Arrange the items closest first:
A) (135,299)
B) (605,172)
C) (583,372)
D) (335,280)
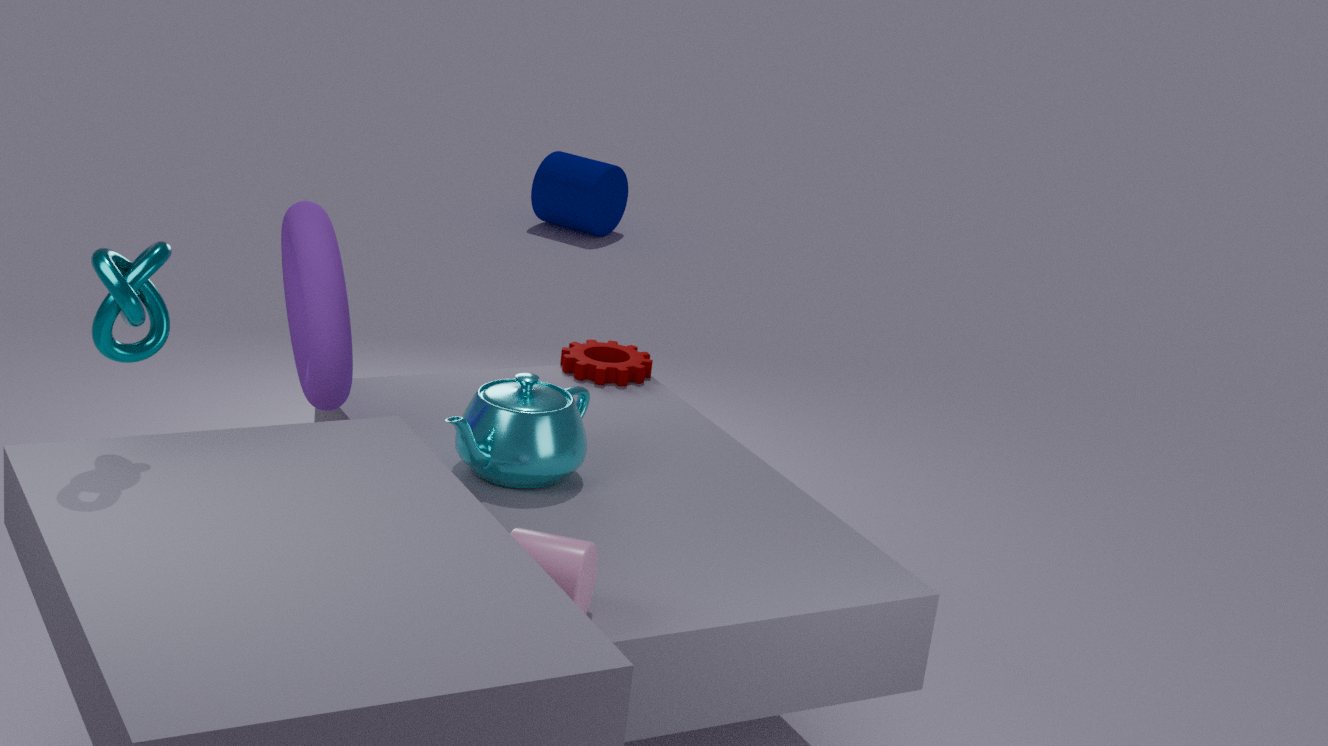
(135,299)
(335,280)
(583,372)
(605,172)
